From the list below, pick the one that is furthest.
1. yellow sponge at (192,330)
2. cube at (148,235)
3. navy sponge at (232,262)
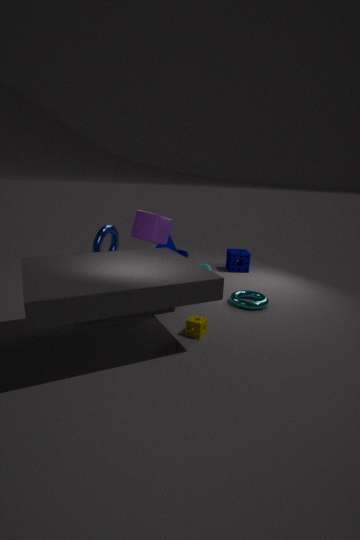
navy sponge at (232,262)
